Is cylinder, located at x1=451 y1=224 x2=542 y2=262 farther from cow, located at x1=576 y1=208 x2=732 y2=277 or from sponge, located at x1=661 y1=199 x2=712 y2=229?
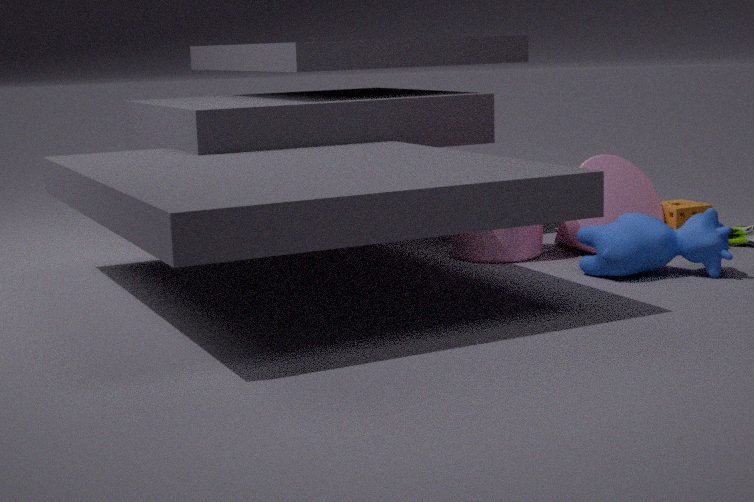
sponge, located at x1=661 y1=199 x2=712 y2=229
